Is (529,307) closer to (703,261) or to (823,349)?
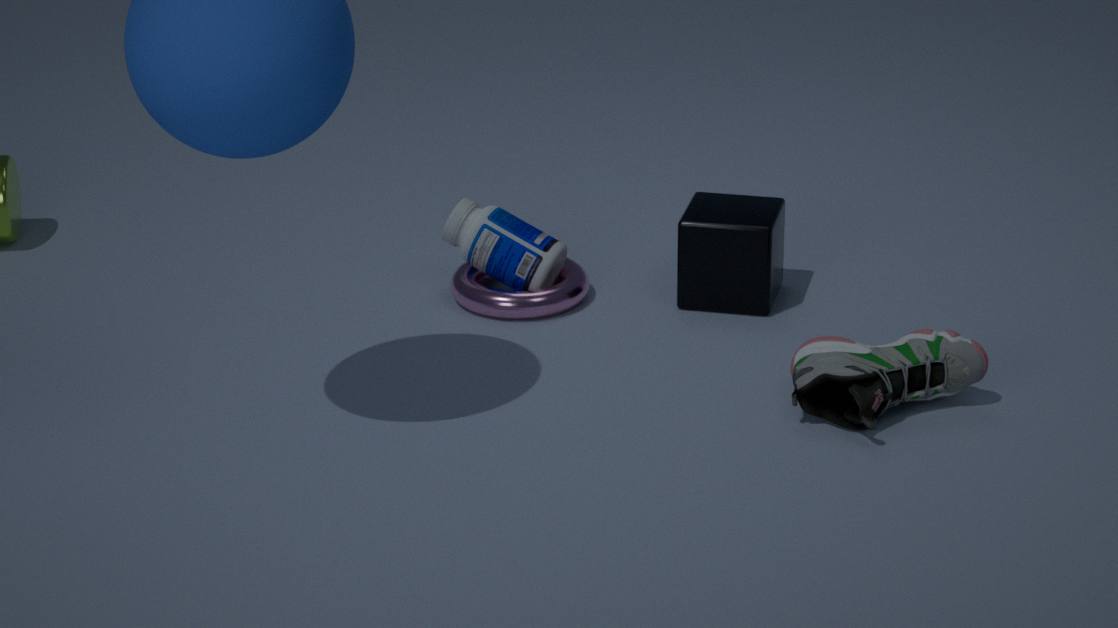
(703,261)
